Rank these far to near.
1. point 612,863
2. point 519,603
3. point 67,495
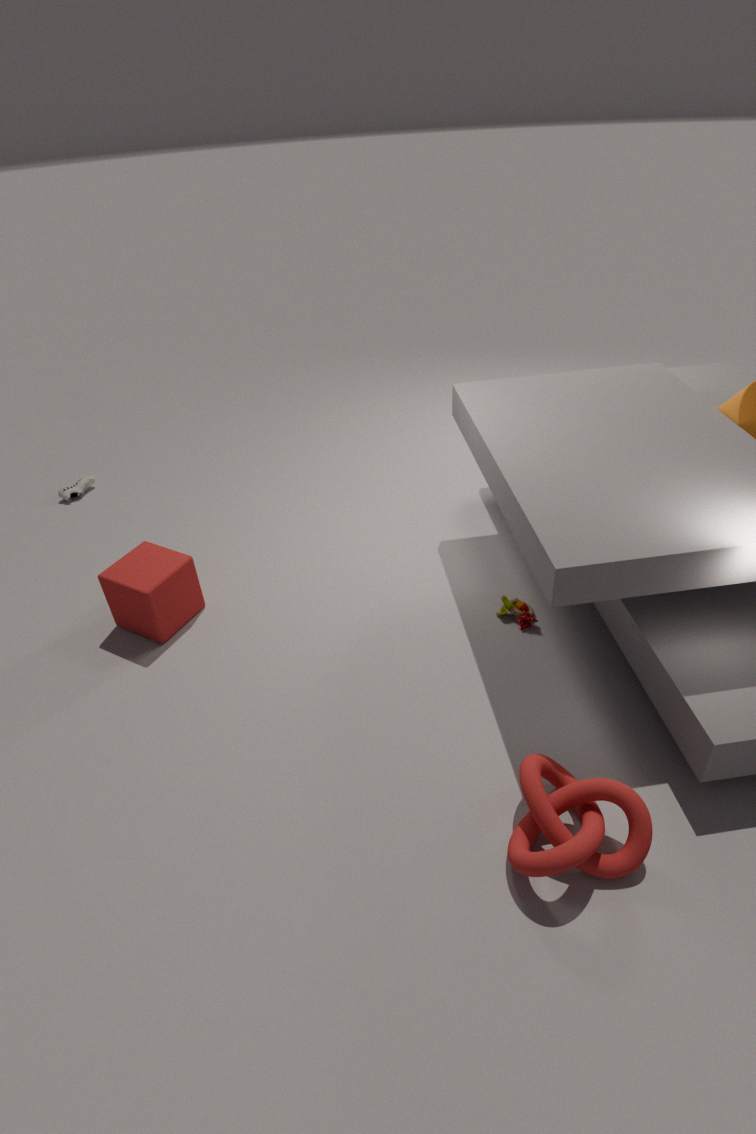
point 67,495
point 519,603
point 612,863
